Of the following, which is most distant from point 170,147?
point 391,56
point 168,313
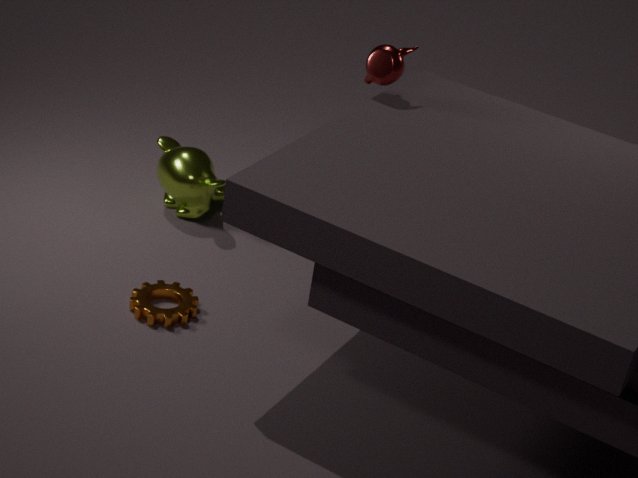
point 391,56
